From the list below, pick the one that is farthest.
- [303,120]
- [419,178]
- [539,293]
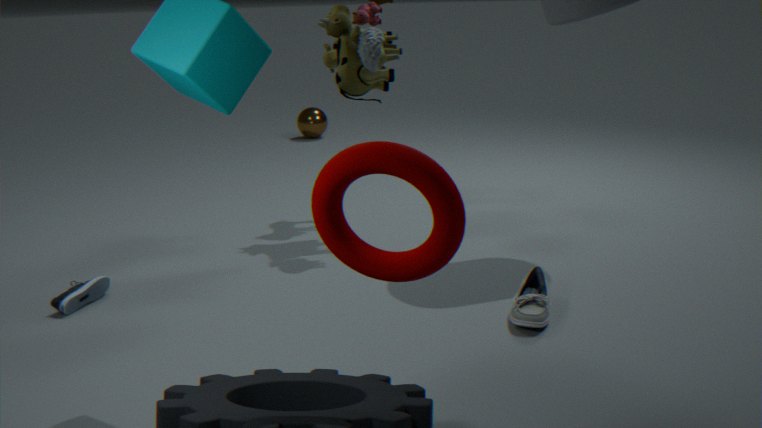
[303,120]
